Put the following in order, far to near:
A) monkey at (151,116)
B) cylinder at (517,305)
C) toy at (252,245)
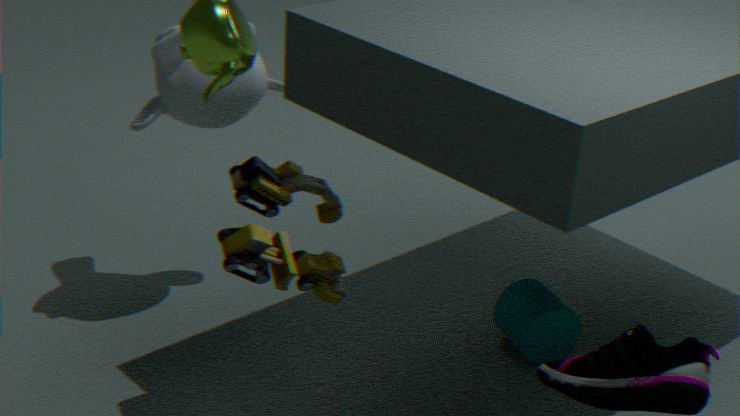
A. monkey at (151,116)
B. cylinder at (517,305)
C. toy at (252,245)
